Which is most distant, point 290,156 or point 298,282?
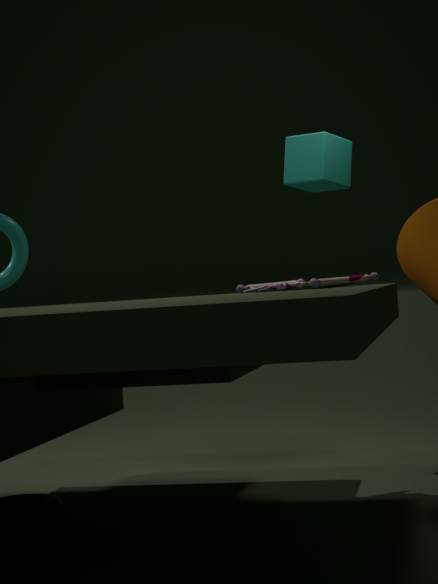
point 290,156
